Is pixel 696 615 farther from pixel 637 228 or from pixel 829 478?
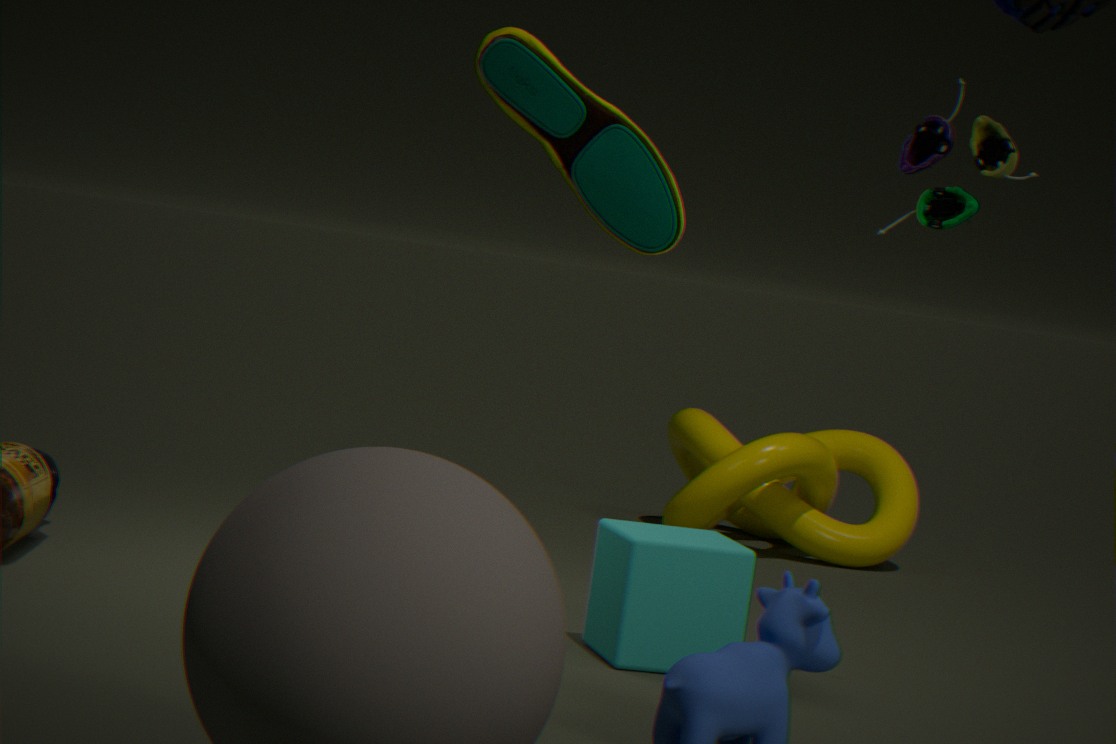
pixel 829 478
